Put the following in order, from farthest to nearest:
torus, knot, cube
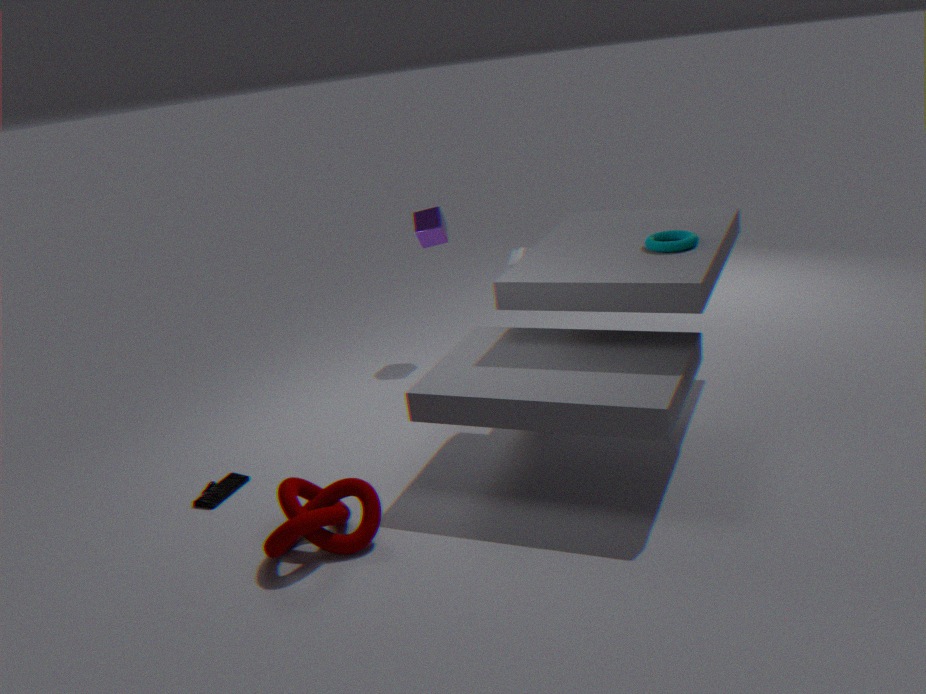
1. cube
2. torus
3. knot
